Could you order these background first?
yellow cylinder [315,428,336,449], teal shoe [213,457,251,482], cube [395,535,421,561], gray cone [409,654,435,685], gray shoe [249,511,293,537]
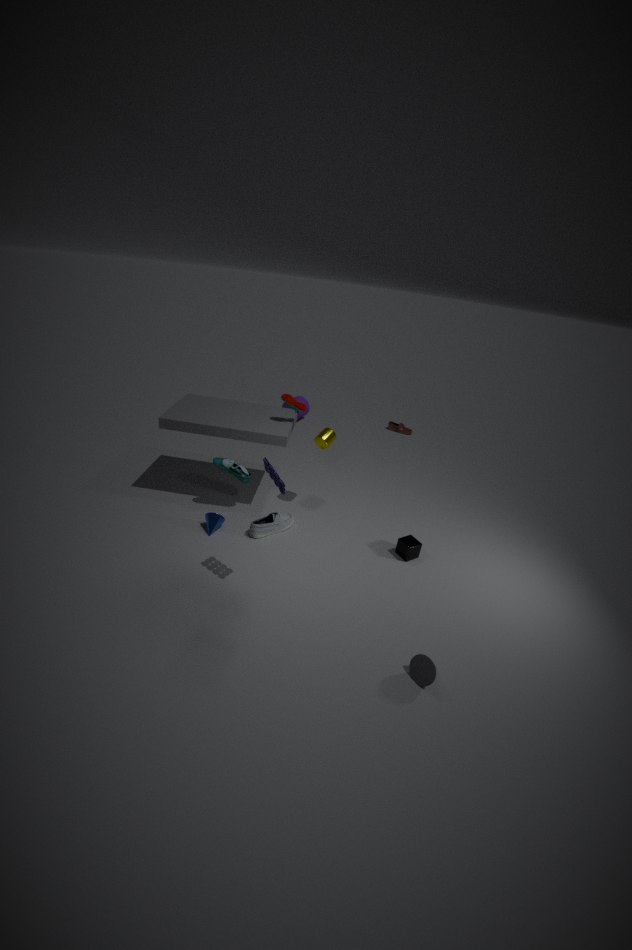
yellow cylinder [315,428,336,449] < teal shoe [213,457,251,482] < gray shoe [249,511,293,537] < cube [395,535,421,561] < gray cone [409,654,435,685]
